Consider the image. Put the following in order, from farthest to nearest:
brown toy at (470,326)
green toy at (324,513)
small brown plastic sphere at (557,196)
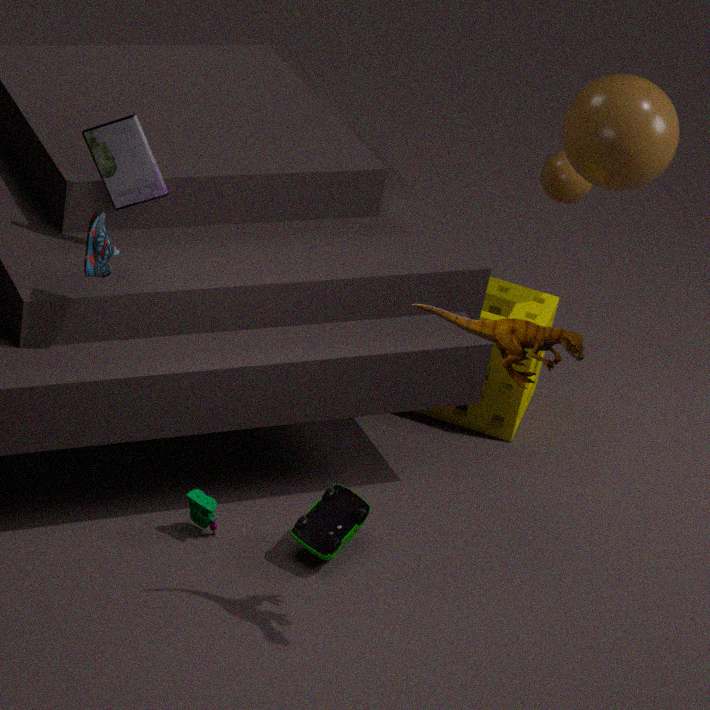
1. small brown plastic sphere at (557,196)
2. green toy at (324,513)
3. brown toy at (470,326)
